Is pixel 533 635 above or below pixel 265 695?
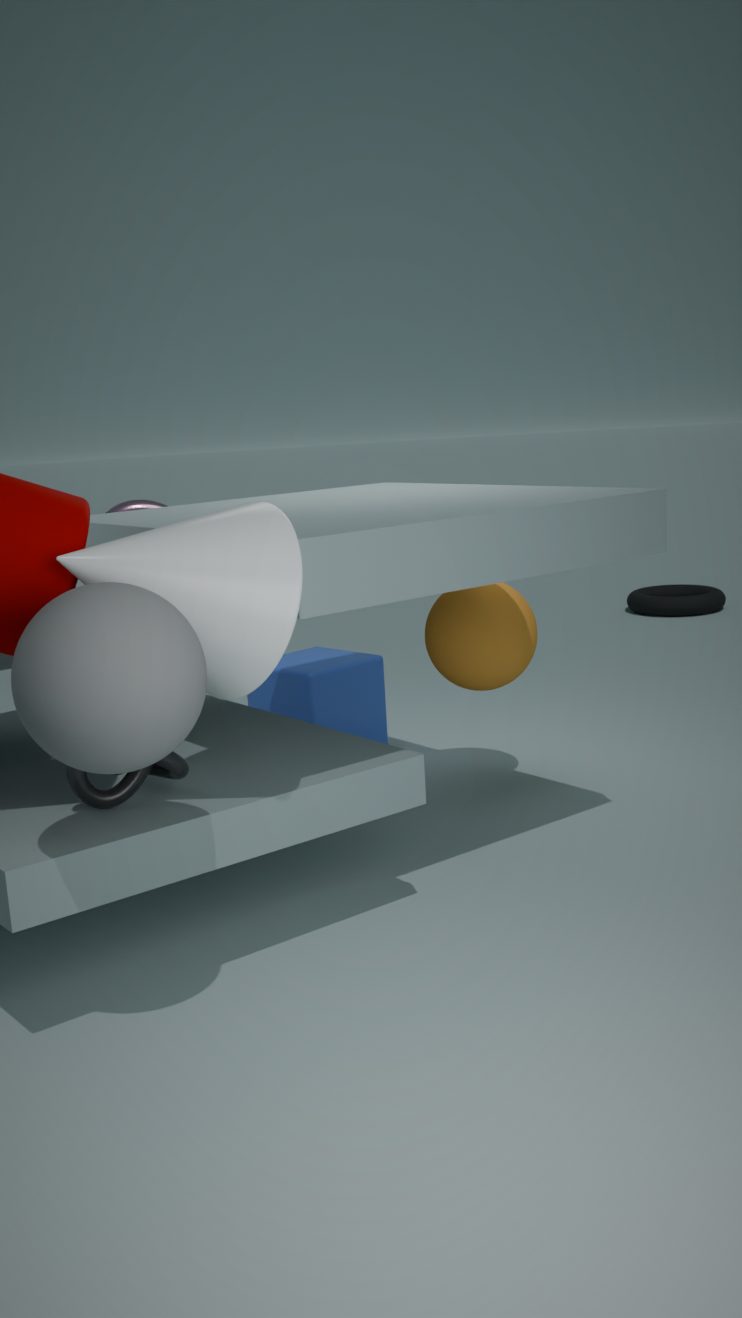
above
